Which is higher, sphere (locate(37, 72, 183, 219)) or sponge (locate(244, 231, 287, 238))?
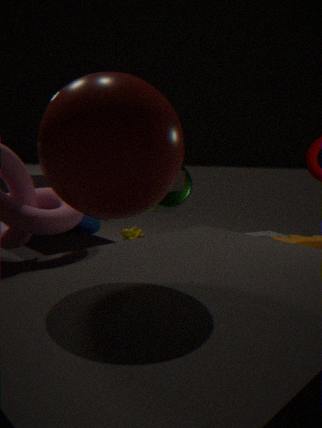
sphere (locate(37, 72, 183, 219))
